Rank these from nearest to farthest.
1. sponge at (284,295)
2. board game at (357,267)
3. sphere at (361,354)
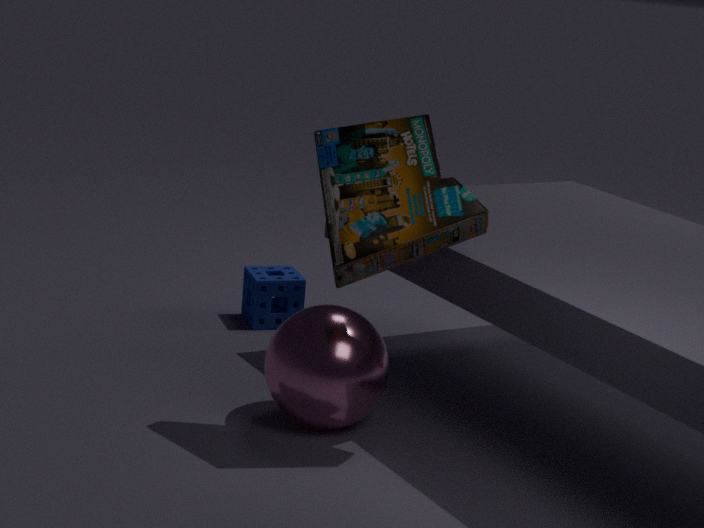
1. board game at (357,267)
2. sphere at (361,354)
3. sponge at (284,295)
